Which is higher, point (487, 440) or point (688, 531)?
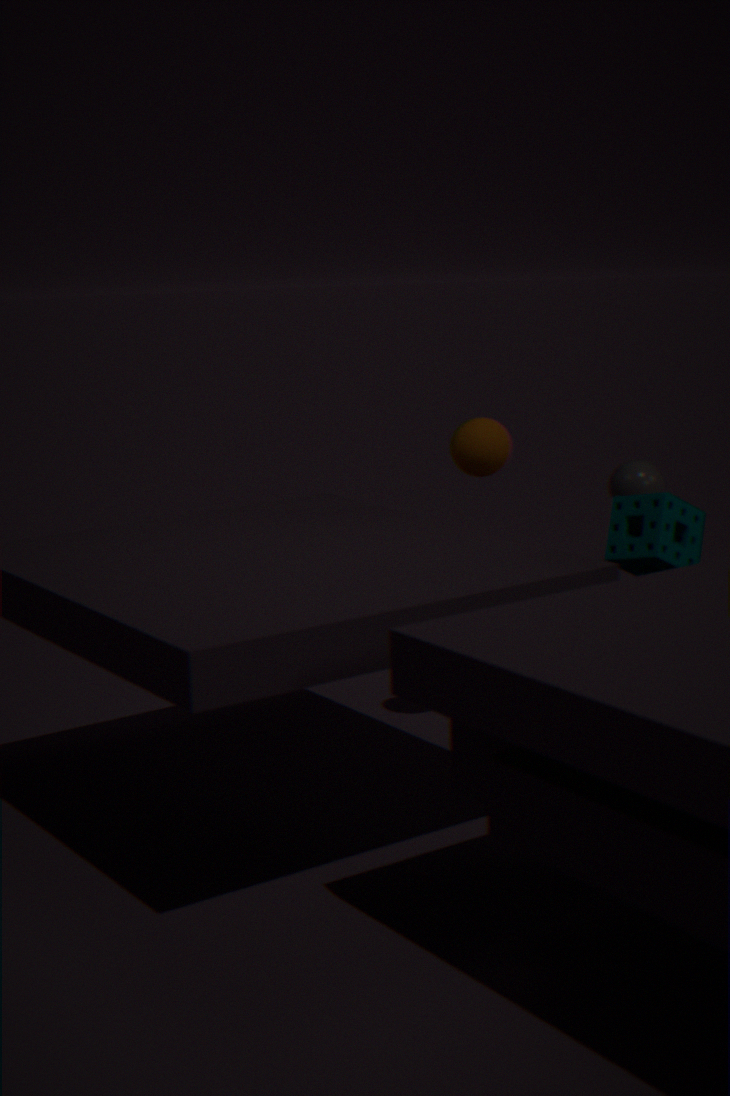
point (487, 440)
